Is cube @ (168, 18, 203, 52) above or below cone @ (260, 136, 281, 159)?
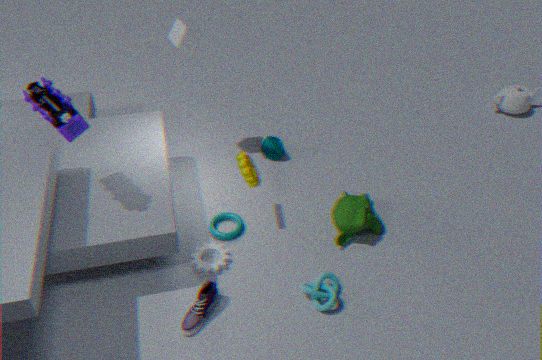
above
